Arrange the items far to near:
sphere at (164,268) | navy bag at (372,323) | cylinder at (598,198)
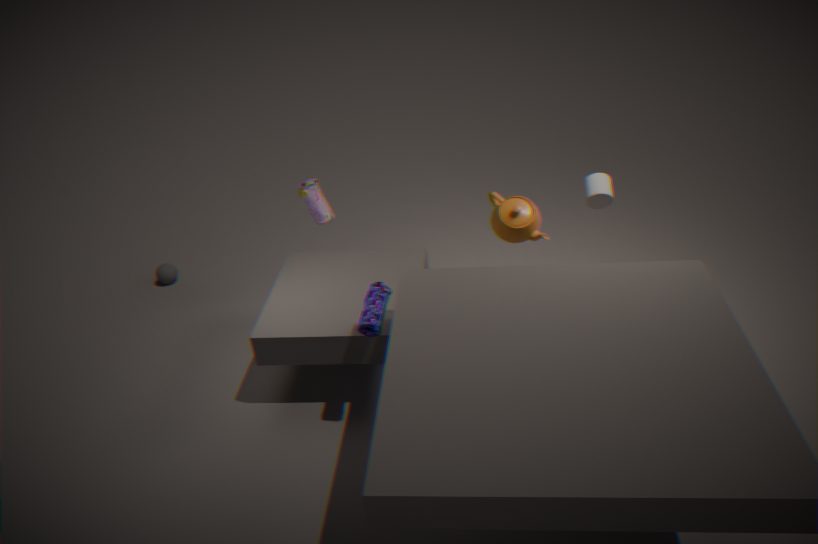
1. sphere at (164,268)
2. cylinder at (598,198)
3. navy bag at (372,323)
